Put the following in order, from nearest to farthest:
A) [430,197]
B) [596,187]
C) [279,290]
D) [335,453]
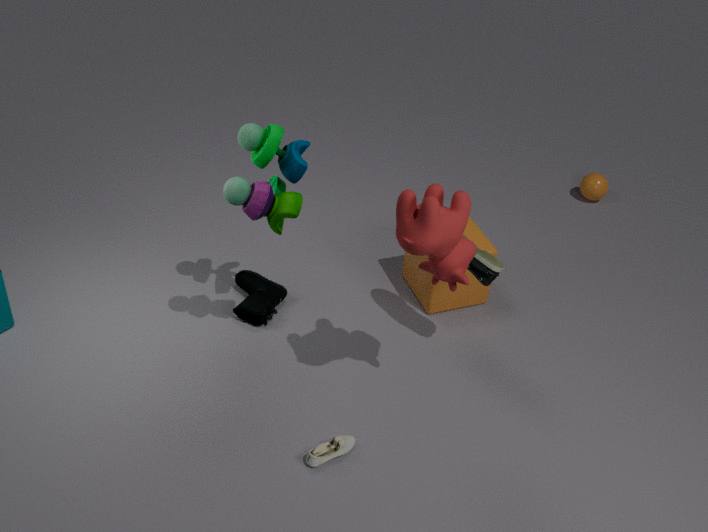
[430,197], [335,453], [279,290], [596,187]
